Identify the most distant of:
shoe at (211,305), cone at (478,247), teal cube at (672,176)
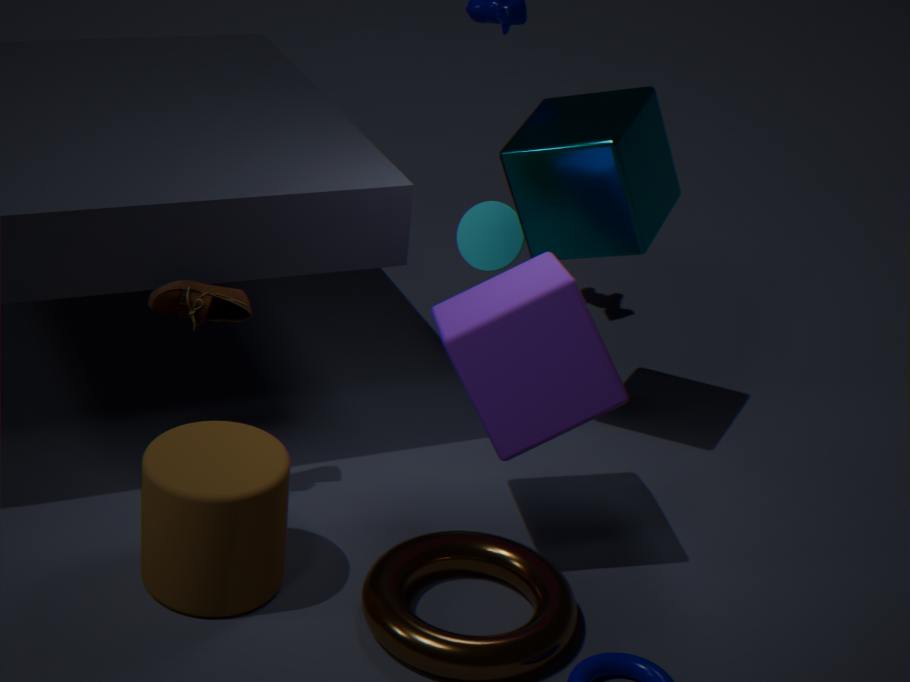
cone at (478,247)
